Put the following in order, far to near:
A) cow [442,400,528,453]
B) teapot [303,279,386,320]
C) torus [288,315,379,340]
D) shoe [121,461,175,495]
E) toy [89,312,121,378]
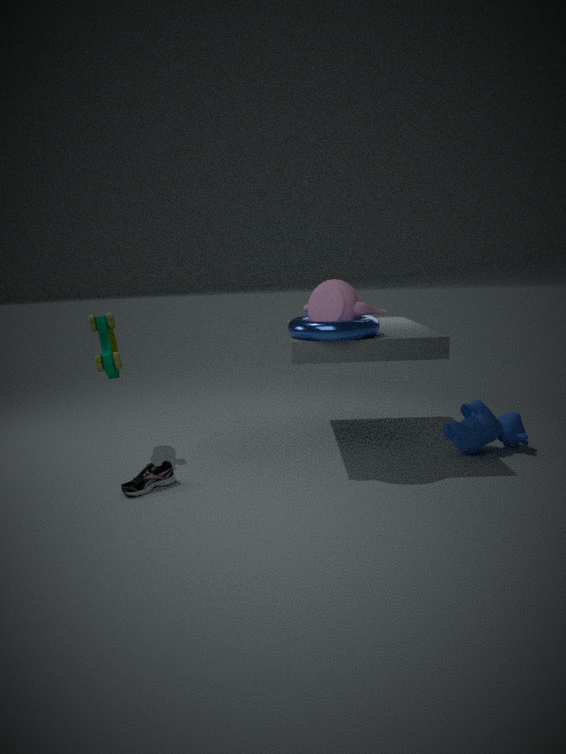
cow [442,400,528,453] → toy [89,312,121,378] → teapot [303,279,386,320] → torus [288,315,379,340] → shoe [121,461,175,495]
